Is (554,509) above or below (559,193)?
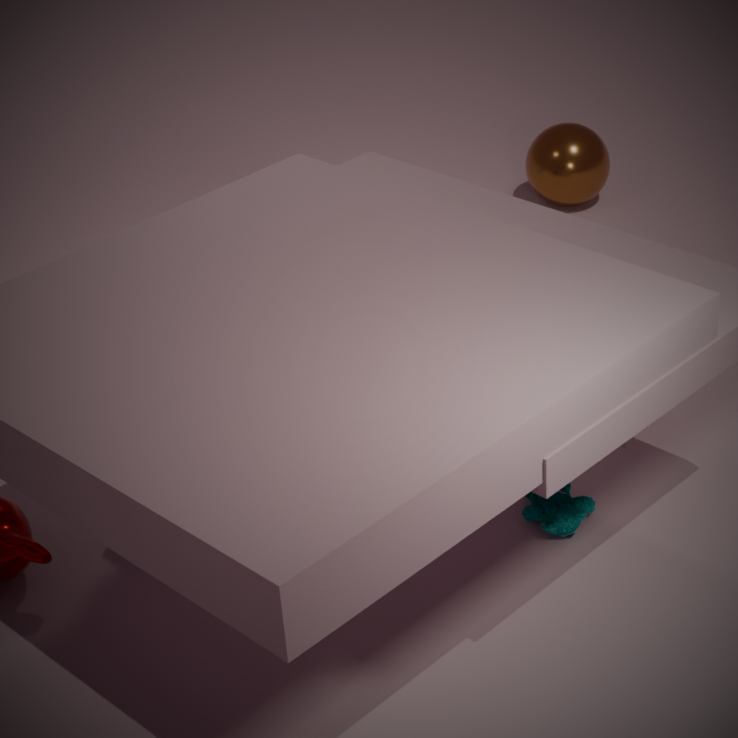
below
